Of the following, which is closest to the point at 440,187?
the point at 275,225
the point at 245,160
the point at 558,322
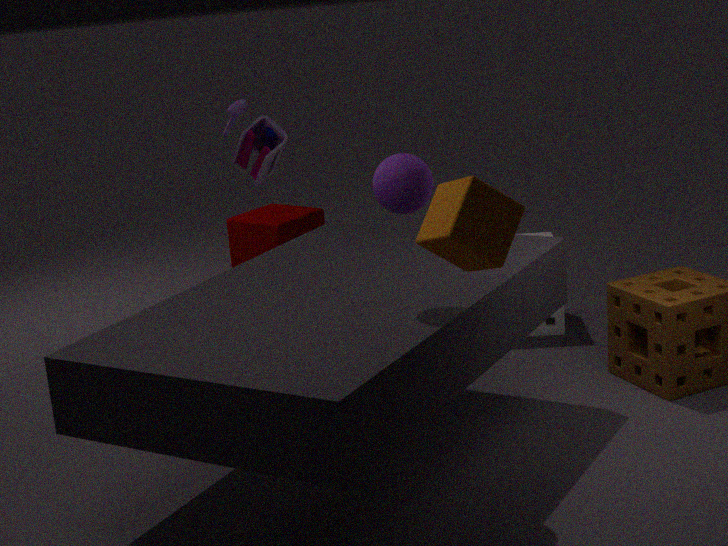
the point at 245,160
